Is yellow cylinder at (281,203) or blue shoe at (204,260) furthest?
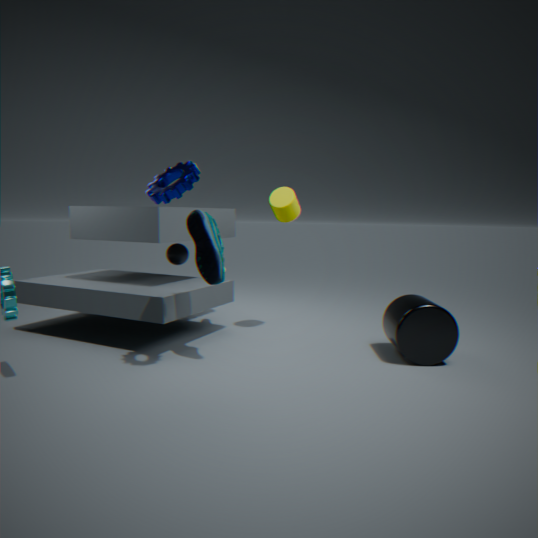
yellow cylinder at (281,203)
